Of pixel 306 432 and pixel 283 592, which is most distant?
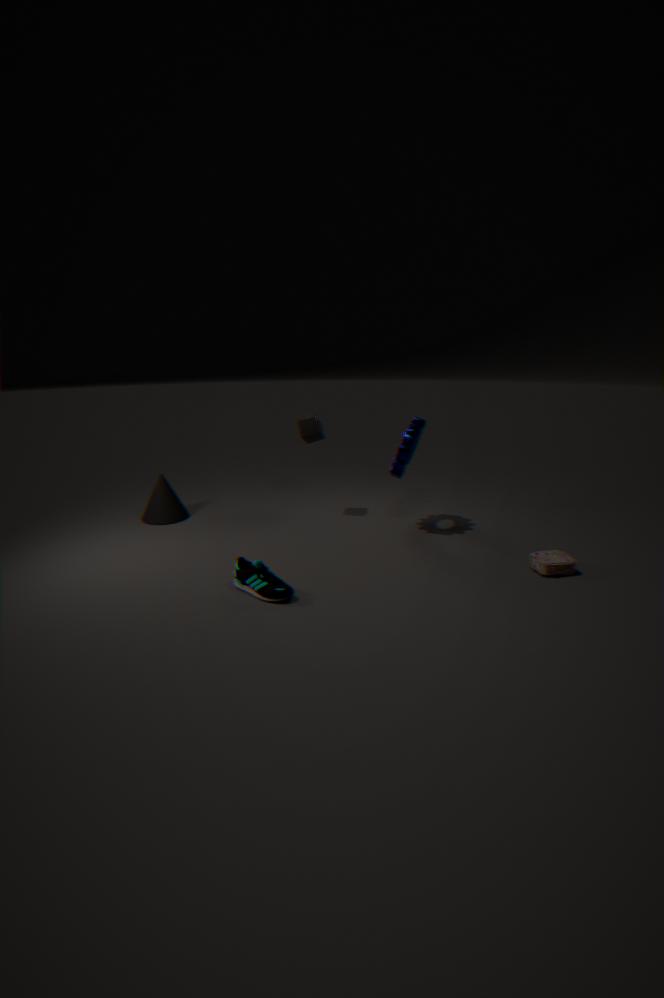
pixel 306 432
